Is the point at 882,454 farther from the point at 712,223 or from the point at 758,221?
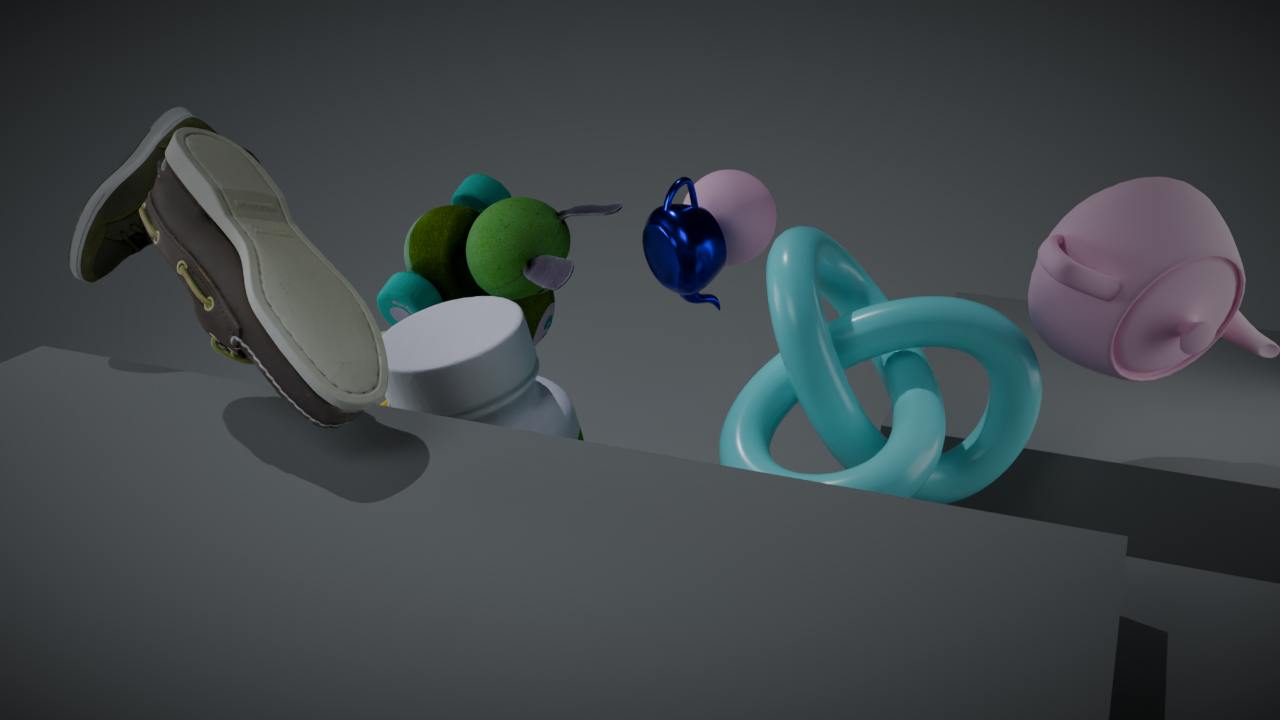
the point at 758,221
